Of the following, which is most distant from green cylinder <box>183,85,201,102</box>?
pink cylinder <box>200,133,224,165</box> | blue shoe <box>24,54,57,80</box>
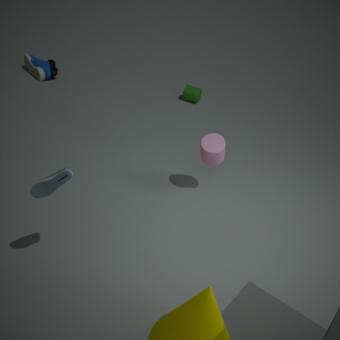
pink cylinder <box>200,133,224,165</box>
